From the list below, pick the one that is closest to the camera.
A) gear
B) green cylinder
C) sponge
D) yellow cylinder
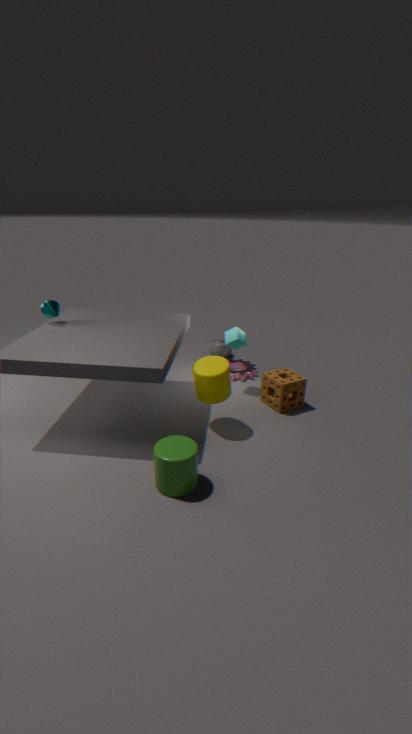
green cylinder
